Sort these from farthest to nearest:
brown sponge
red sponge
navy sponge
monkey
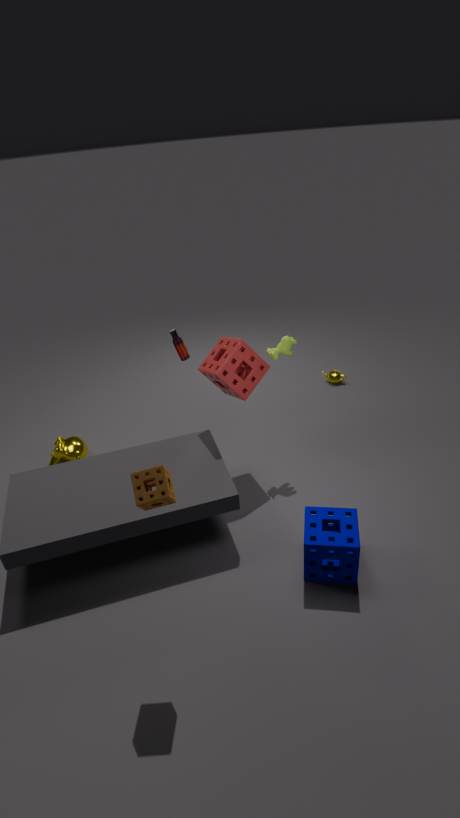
monkey
red sponge
navy sponge
brown sponge
